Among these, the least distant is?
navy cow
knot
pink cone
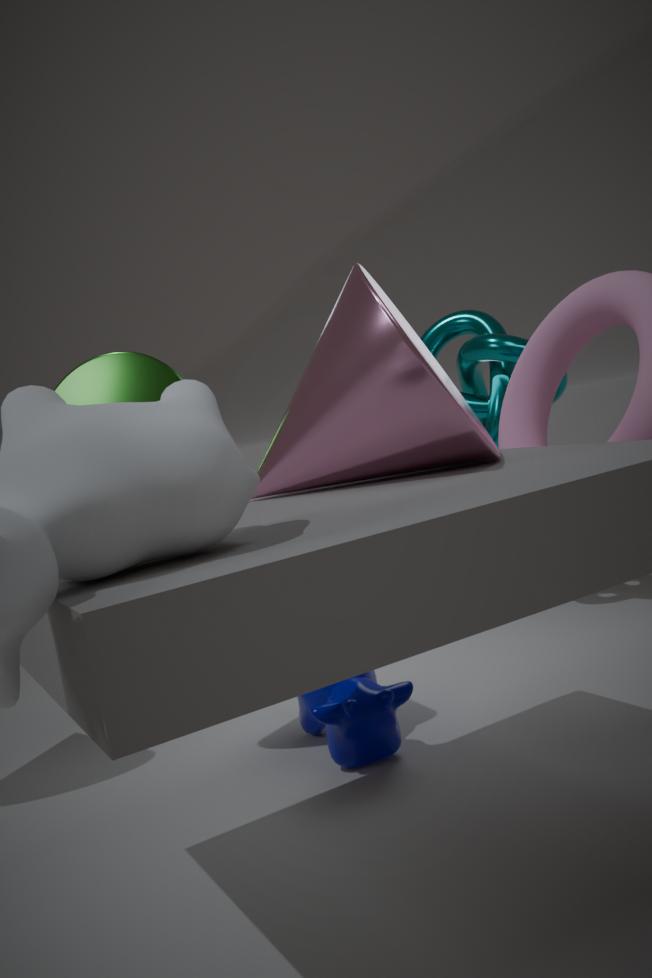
pink cone
